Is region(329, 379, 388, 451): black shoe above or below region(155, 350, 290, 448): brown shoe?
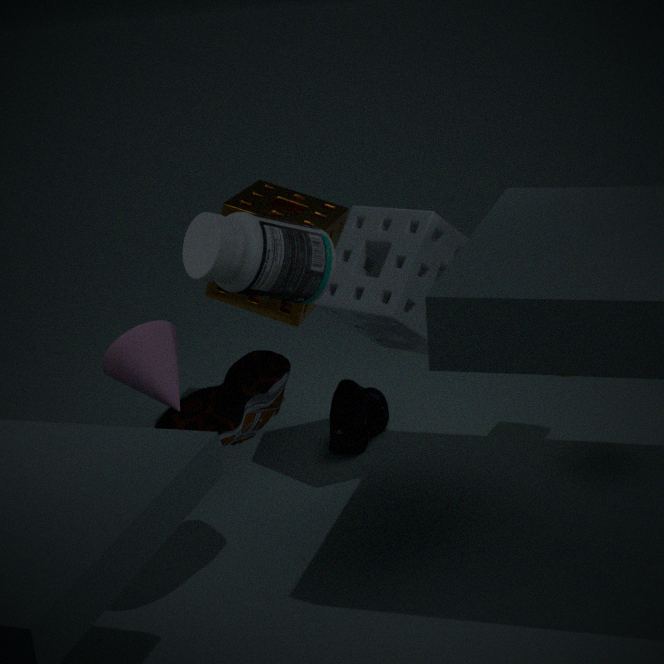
below
